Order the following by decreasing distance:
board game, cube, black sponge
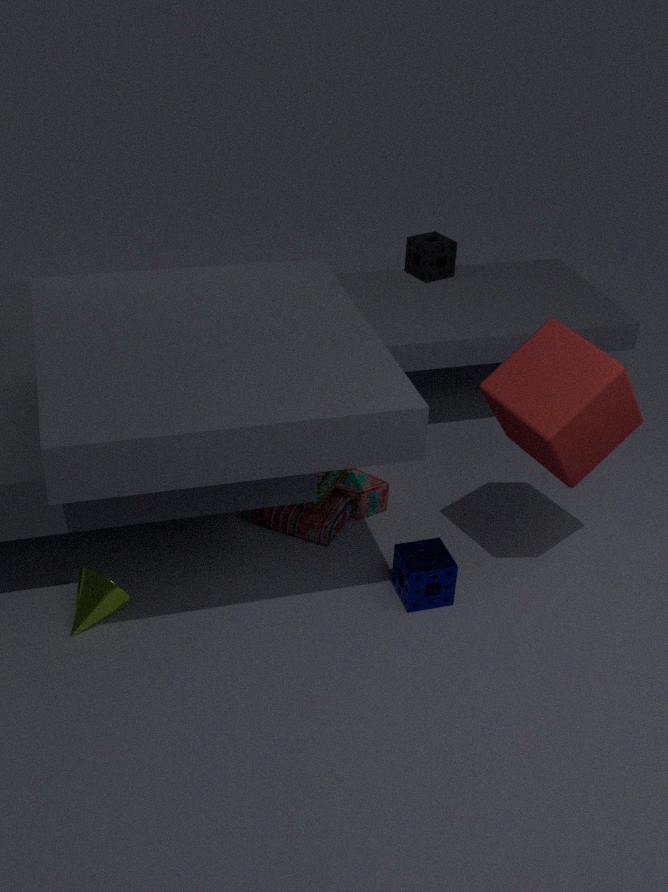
black sponge → board game → cube
